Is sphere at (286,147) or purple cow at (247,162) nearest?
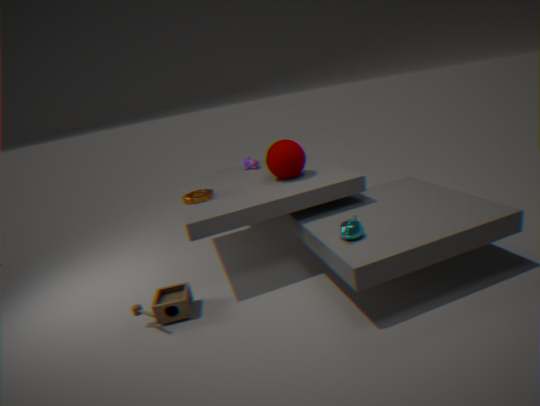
sphere at (286,147)
